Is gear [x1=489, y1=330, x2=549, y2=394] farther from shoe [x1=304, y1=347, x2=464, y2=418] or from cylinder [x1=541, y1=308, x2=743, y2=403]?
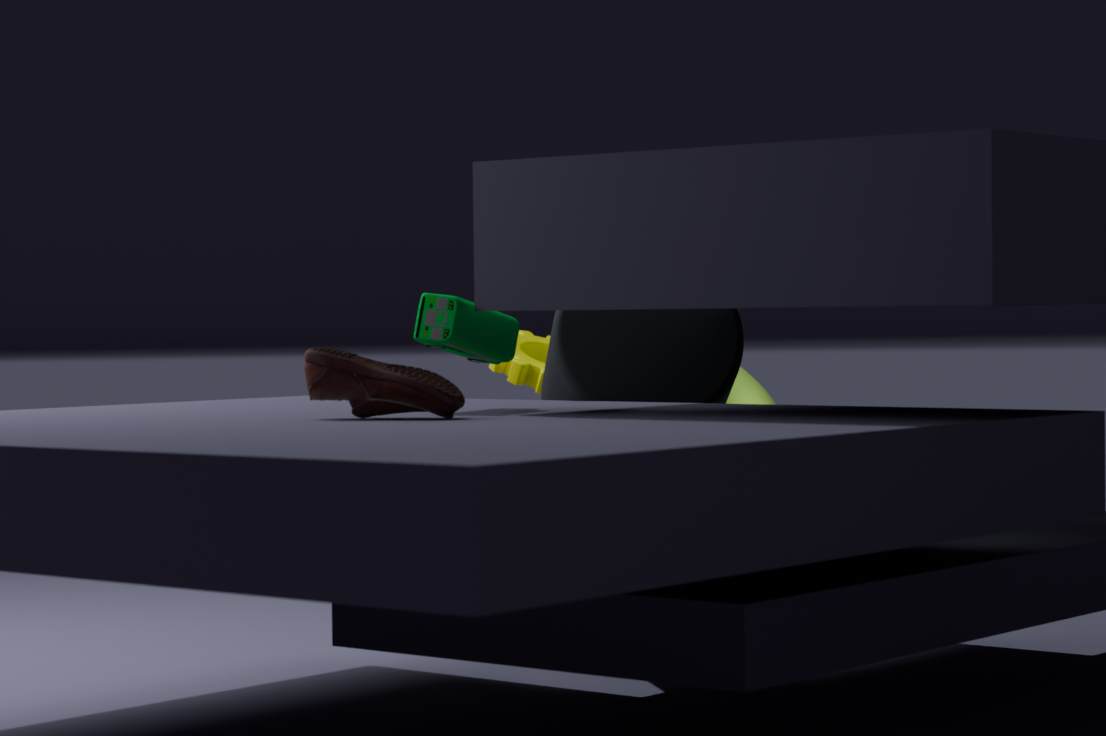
shoe [x1=304, y1=347, x2=464, y2=418]
